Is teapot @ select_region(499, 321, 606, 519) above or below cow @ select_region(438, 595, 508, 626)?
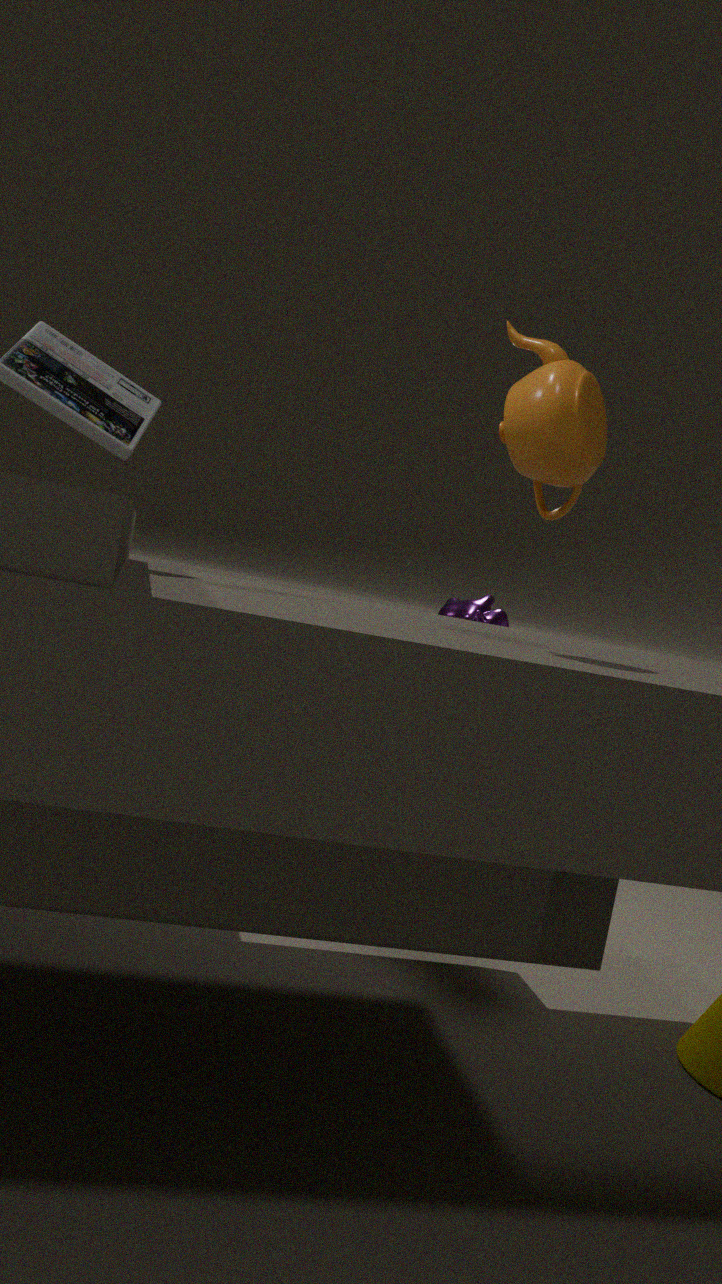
above
